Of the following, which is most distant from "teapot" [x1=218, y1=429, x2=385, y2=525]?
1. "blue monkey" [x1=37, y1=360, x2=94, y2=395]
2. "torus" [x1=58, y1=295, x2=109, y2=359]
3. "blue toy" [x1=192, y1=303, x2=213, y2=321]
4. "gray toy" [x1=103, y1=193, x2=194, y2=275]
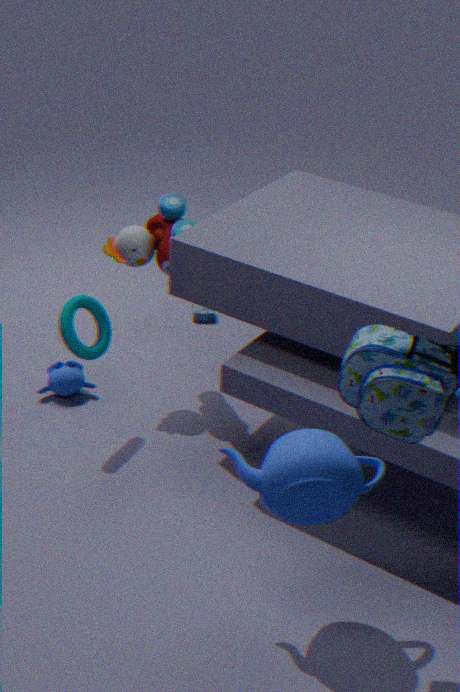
"blue toy" [x1=192, y1=303, x2=213, y2=321]
